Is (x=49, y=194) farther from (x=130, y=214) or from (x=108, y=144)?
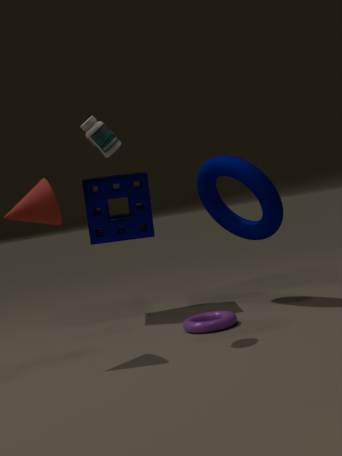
(x=130, y=214)
